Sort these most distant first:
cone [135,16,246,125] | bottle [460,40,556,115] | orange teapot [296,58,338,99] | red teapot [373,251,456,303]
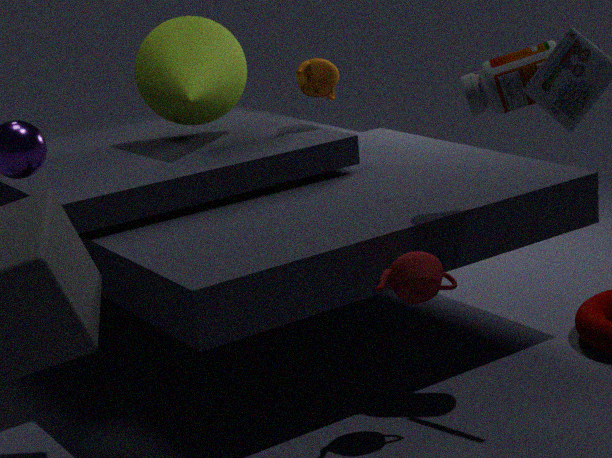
orange teapot [296,58,338,99] < cone [135,16,246,125] < bottle [460,40,556,115] < red teapot [373,251,456,303]
